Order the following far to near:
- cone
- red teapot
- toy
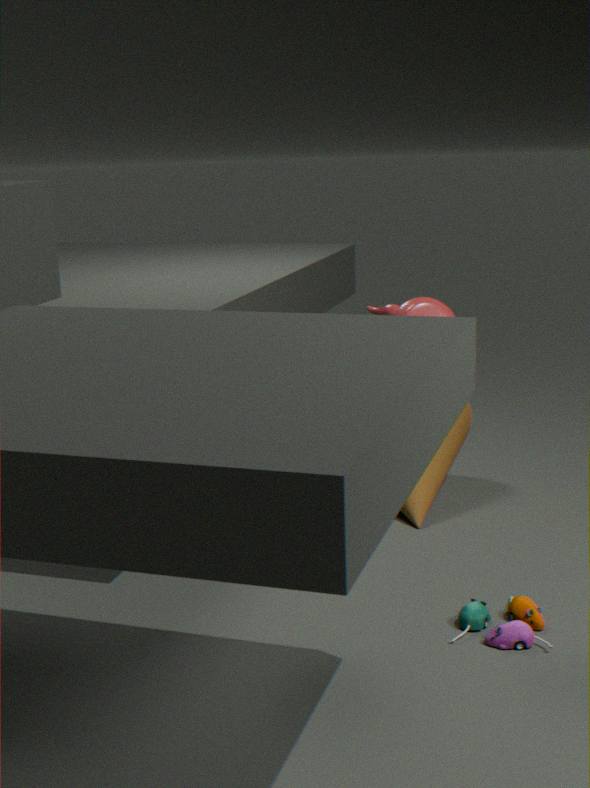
cone → red teapot → toy
